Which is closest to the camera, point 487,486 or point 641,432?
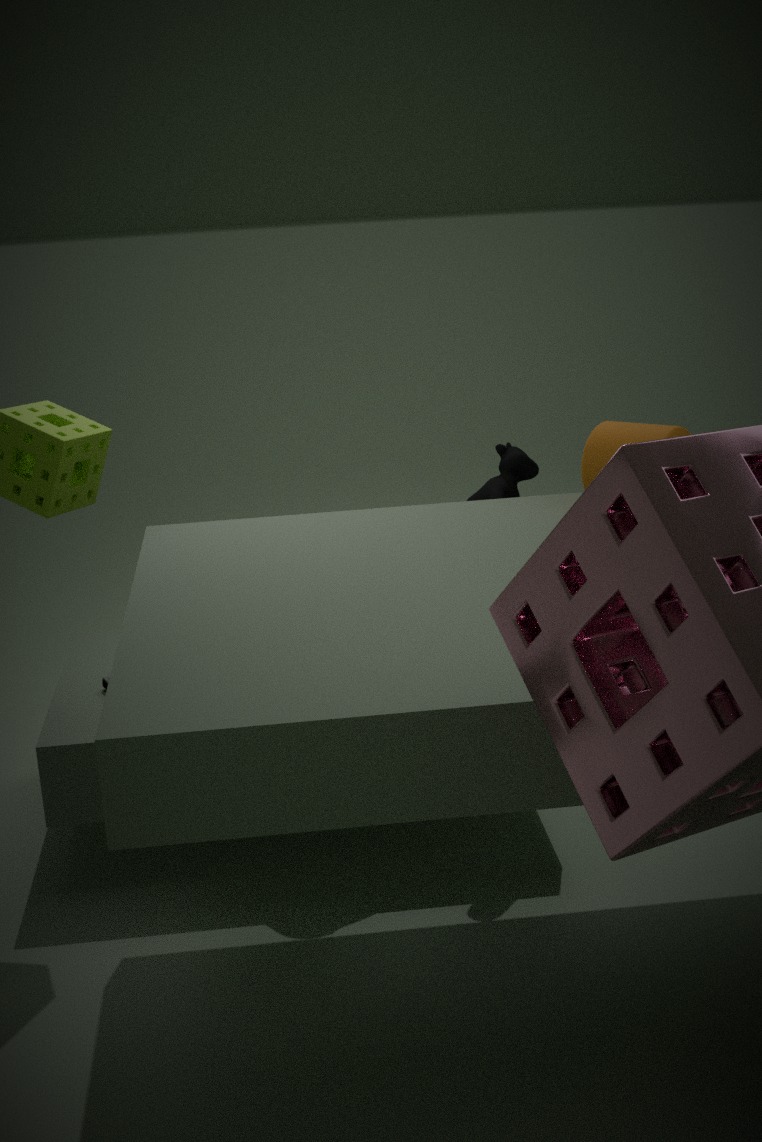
point 641,432
